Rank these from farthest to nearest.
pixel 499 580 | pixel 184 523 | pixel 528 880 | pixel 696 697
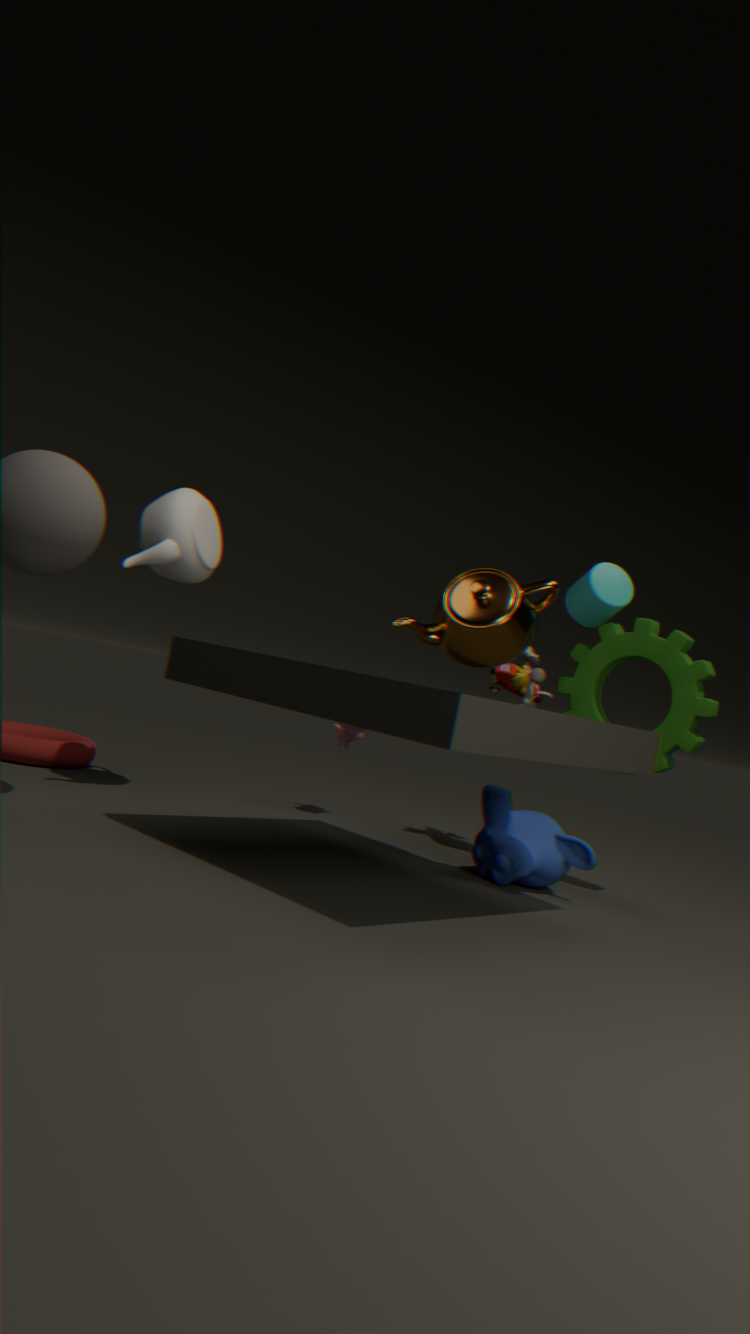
pixel 184 523
pixel 696 697
pixel 528 880
pixel 499 580
